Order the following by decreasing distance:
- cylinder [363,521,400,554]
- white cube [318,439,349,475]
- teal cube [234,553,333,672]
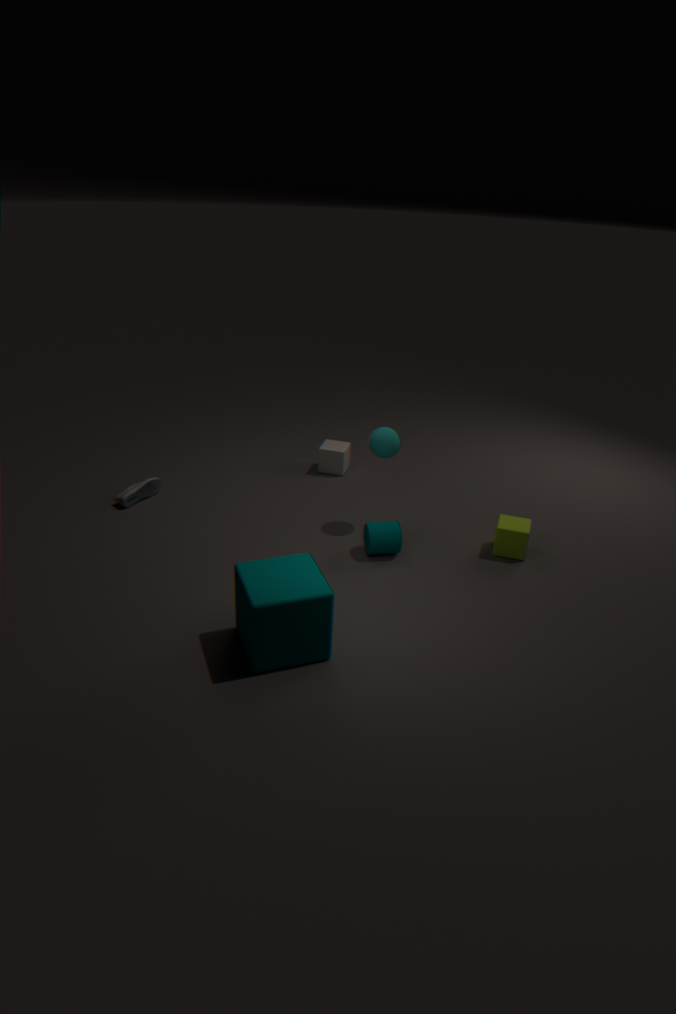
white cube [318,439,349,475], cylinder [363,521,400,554], teal cube [234,553,333,672]
